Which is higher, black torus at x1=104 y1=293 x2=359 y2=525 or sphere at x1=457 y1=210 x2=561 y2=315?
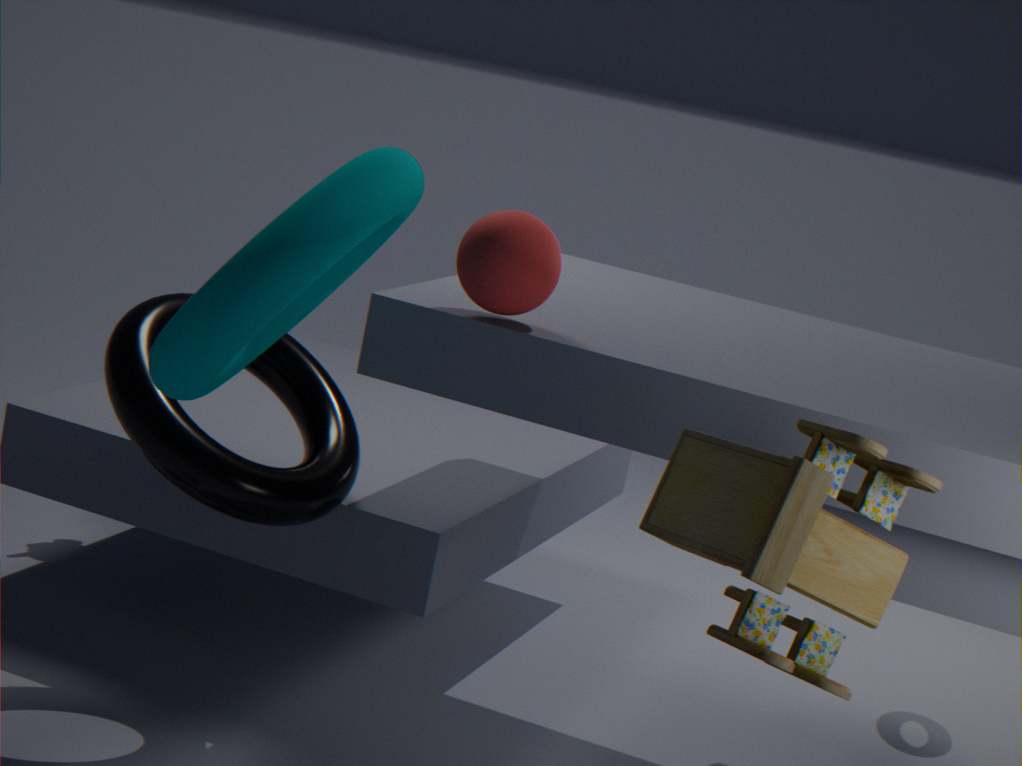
sphere at x1=457 y1=210 x2=561 y2=315
